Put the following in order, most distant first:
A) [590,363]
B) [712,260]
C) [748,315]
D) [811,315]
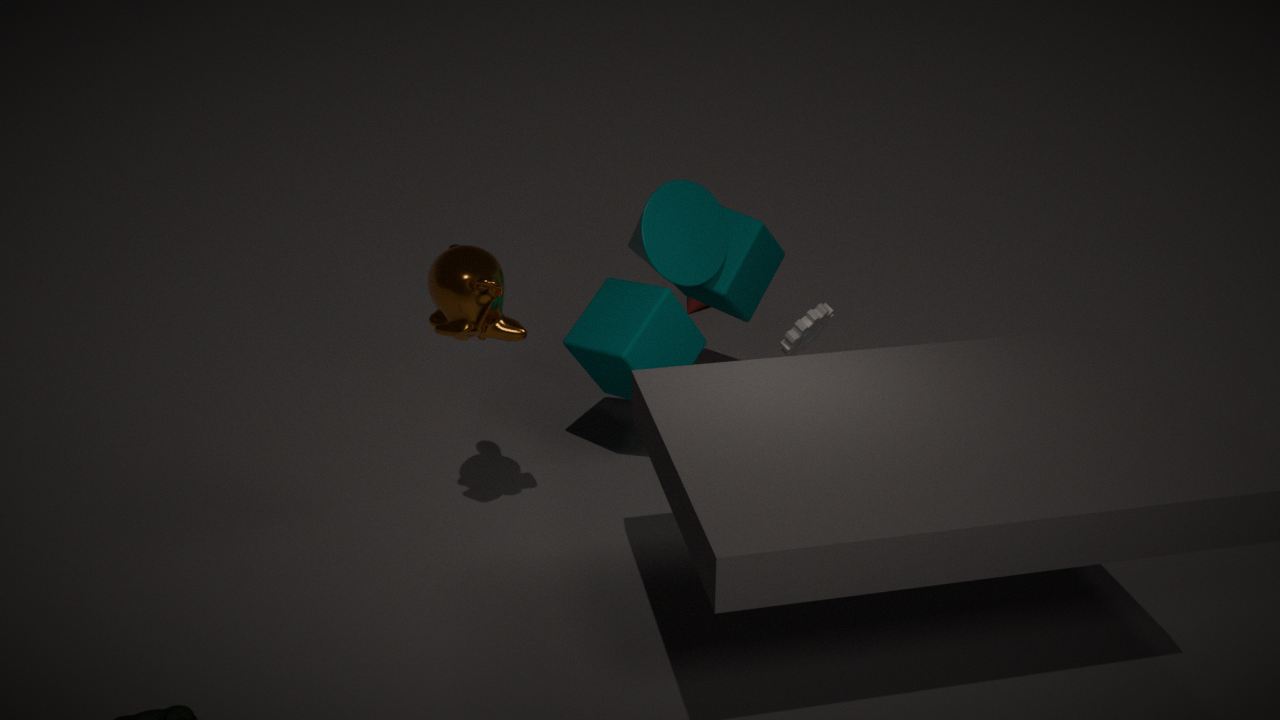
[748,315] → [811,315] → [712,260] → [590,363]
